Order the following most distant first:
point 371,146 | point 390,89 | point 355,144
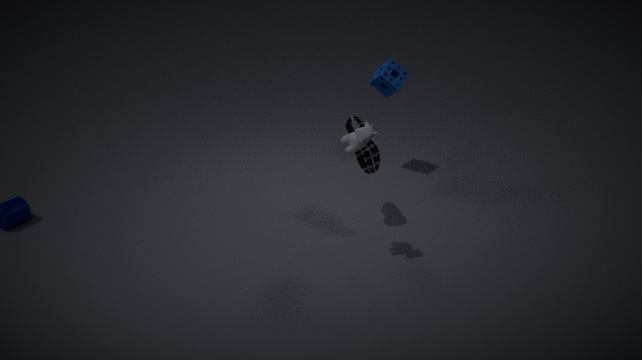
point 390,89
point 371,146
point 355,144
